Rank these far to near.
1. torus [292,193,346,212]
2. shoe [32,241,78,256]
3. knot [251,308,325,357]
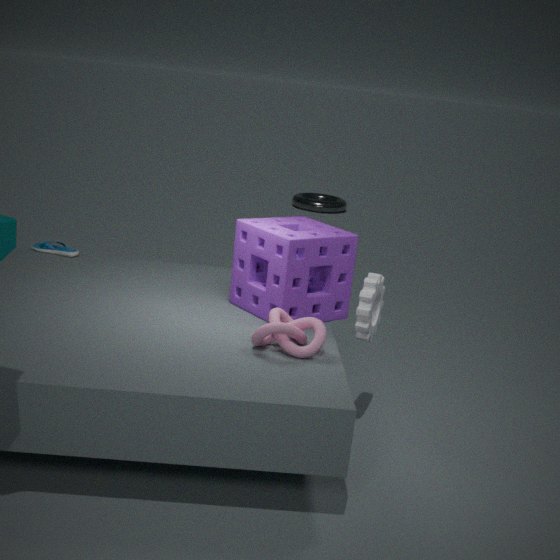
torus [292,193,346,212]
shoe [32,241,78,256]
knot [251,308,325,357]
